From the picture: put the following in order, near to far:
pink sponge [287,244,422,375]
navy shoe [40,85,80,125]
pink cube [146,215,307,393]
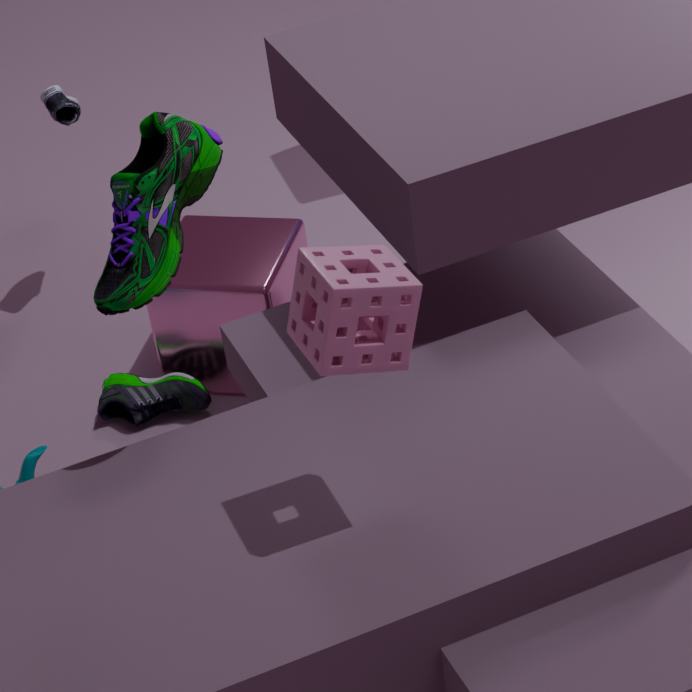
pink sponge [287,244,422,375]
pink cube [146,215,307,393]
navy shoe [40,85,80,125]
